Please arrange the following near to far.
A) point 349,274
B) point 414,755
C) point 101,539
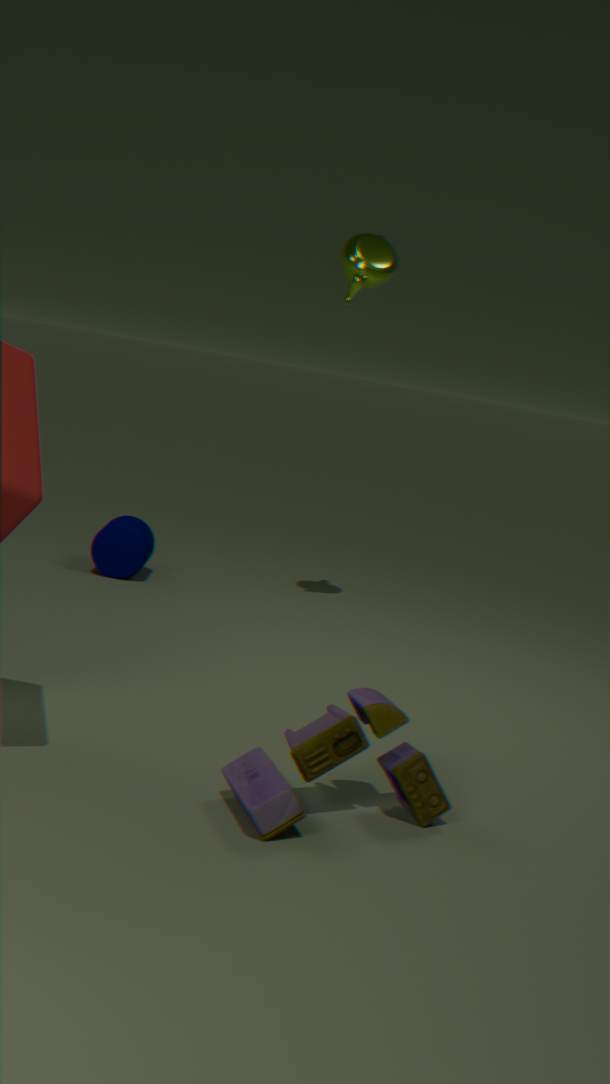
point 414,755 → point 349,274 → point 101,539
